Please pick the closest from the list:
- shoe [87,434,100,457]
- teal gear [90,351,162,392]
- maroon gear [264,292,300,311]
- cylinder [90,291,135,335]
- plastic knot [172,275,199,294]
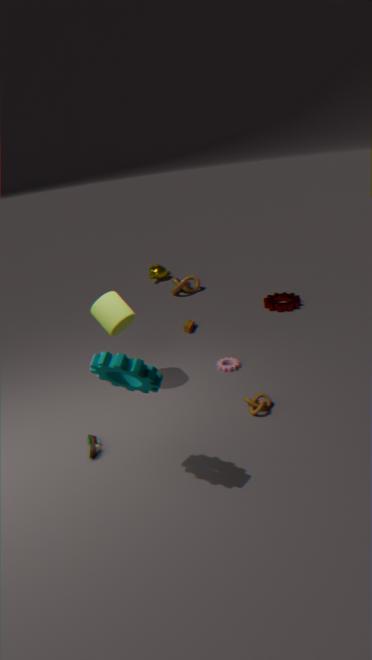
teal gear [90,351,162,392]
